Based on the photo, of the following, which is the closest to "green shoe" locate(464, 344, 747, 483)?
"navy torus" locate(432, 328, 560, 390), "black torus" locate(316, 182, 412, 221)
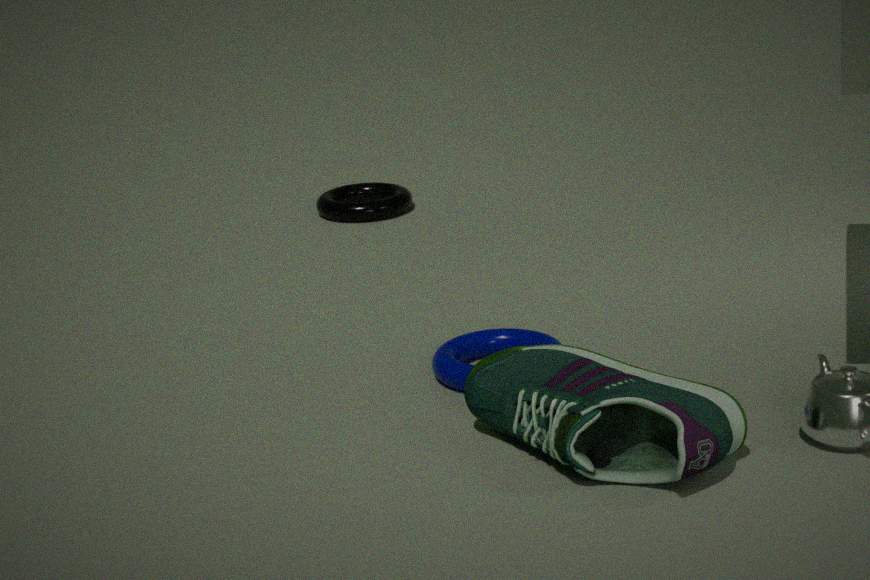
"navy torus" locate(432, 328, 560, 390)
